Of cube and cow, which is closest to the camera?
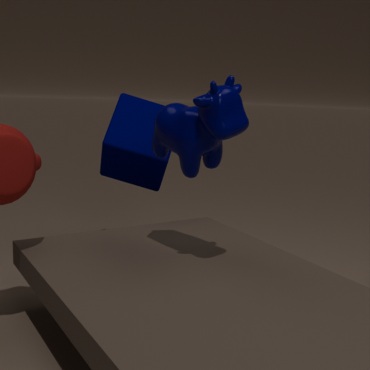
cow
